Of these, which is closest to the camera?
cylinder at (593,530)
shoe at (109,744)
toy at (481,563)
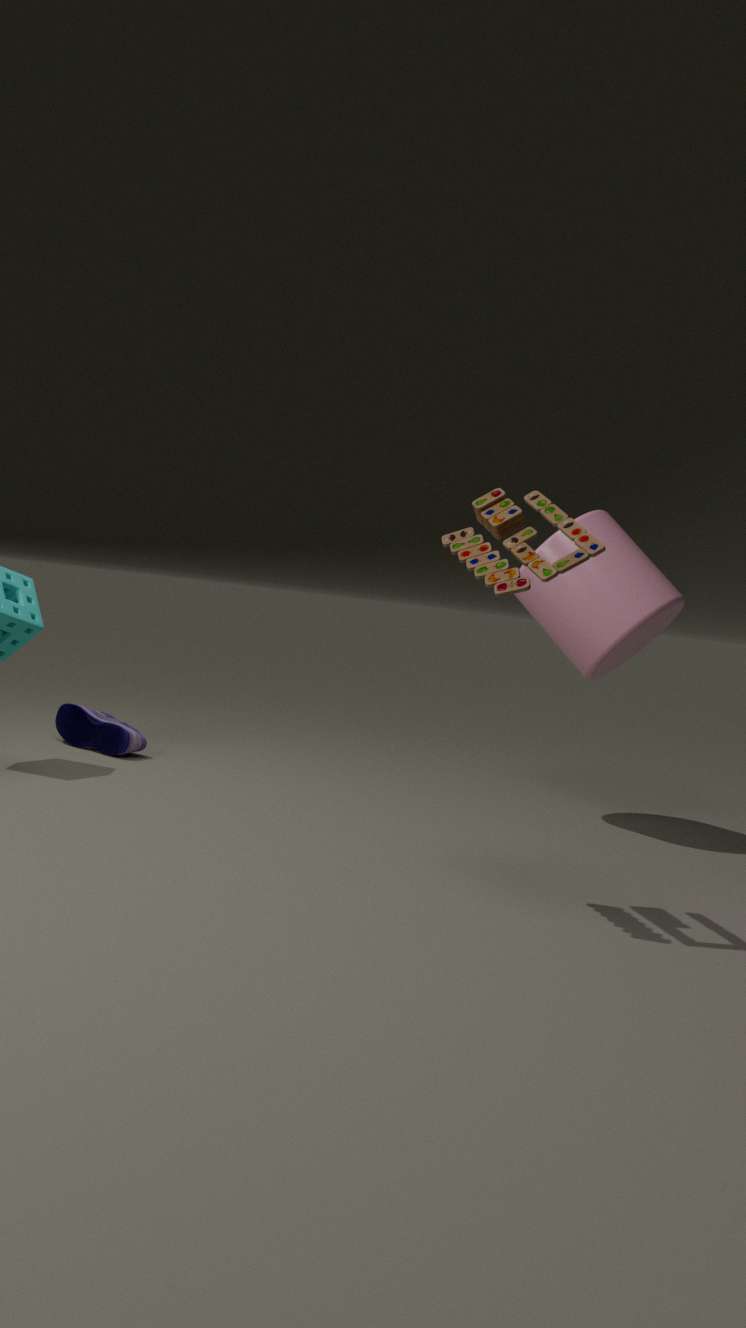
toy at (481,563)
